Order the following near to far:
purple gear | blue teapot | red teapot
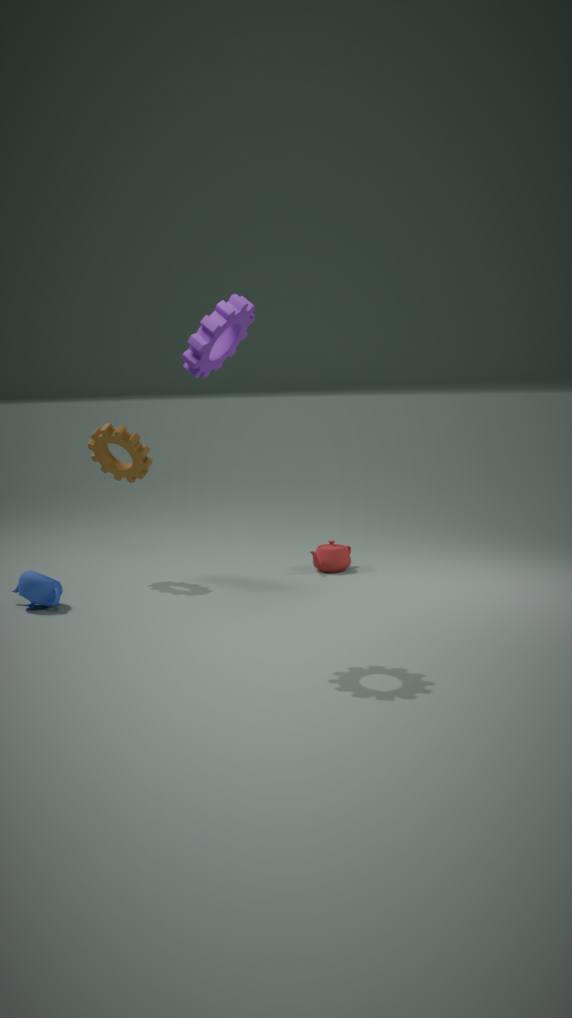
purple gear < blue teapot < red teapot
